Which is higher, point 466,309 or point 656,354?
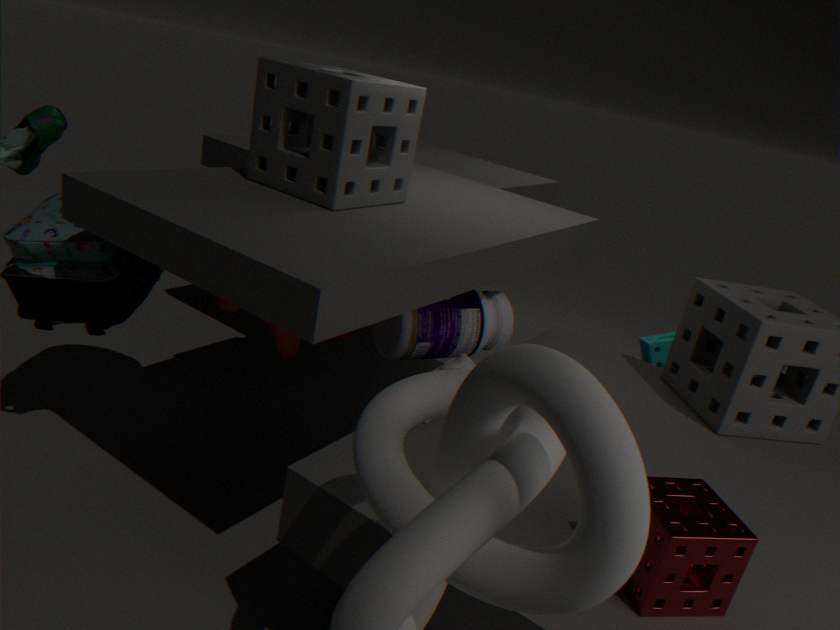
point 466,309
